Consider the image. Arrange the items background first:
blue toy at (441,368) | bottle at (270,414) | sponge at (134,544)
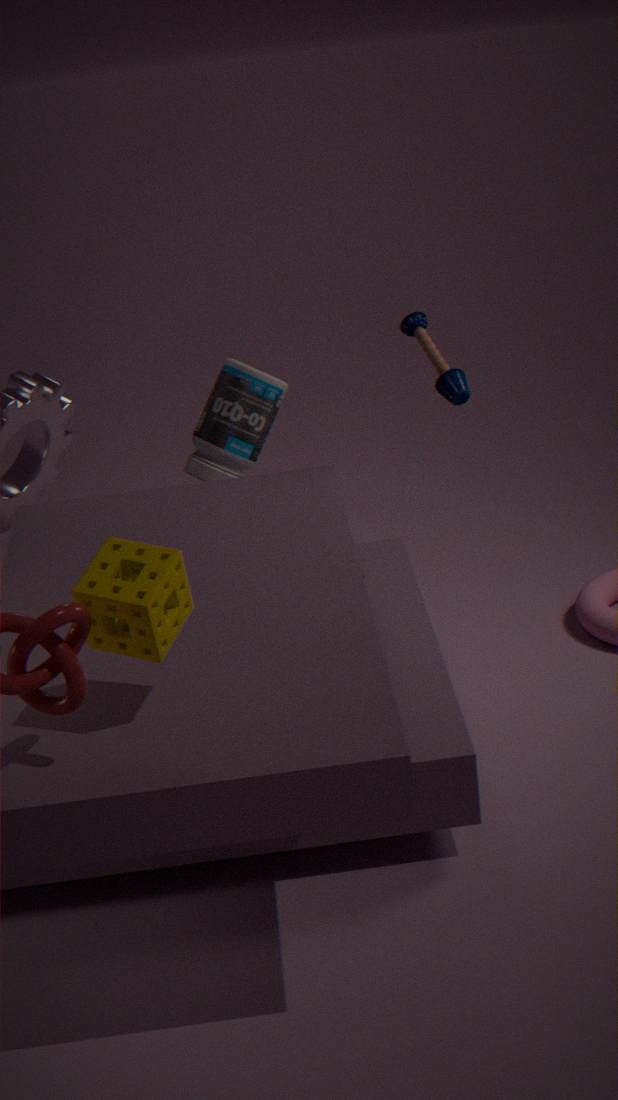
1. bottle at (270,414)
2. blue toy at (441,368)
3. sponge at (134,544)
